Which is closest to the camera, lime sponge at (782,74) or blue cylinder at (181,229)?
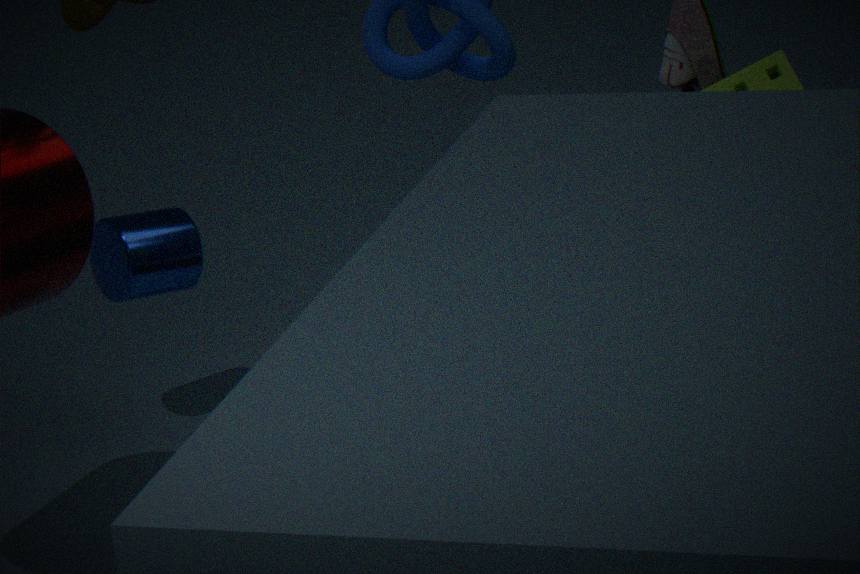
lime sponge at (782,74)
